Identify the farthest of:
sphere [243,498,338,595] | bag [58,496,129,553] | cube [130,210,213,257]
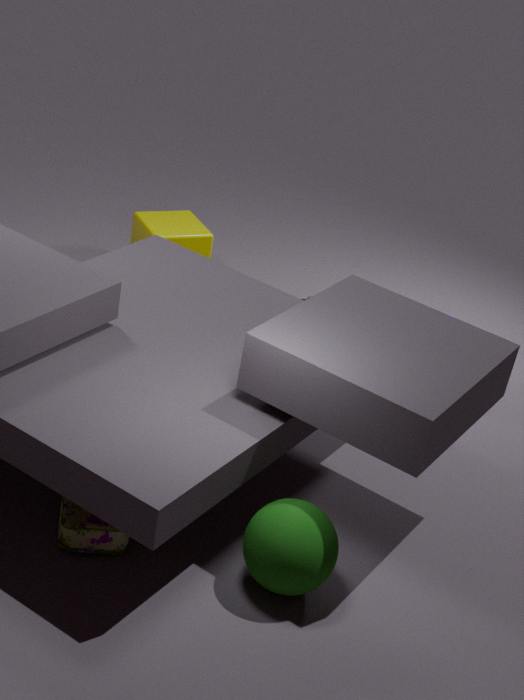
cube [130,210,213,257]
